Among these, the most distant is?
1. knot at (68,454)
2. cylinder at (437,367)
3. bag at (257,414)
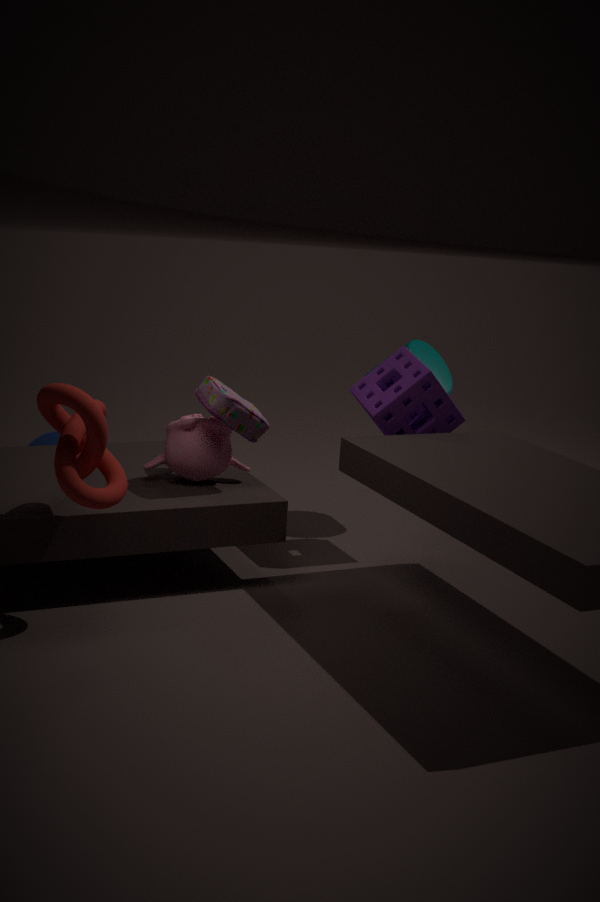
cylinder at (437,367)
